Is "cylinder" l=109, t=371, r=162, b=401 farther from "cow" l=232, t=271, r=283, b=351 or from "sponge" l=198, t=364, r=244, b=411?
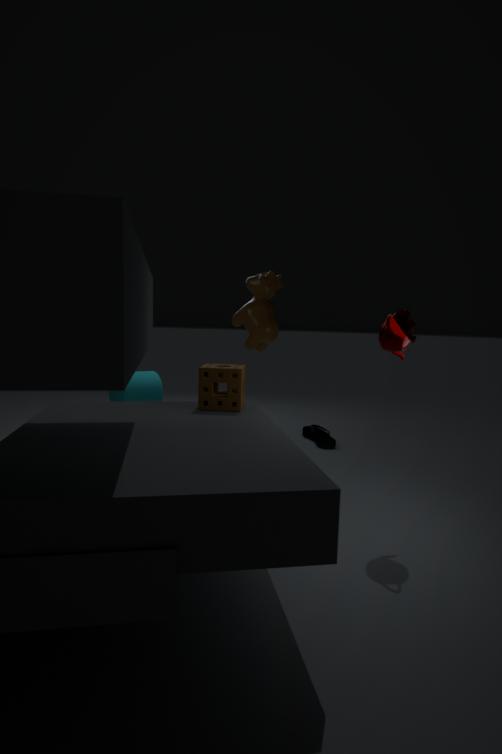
"sponge" l=198, t=364, r=244, b=411
